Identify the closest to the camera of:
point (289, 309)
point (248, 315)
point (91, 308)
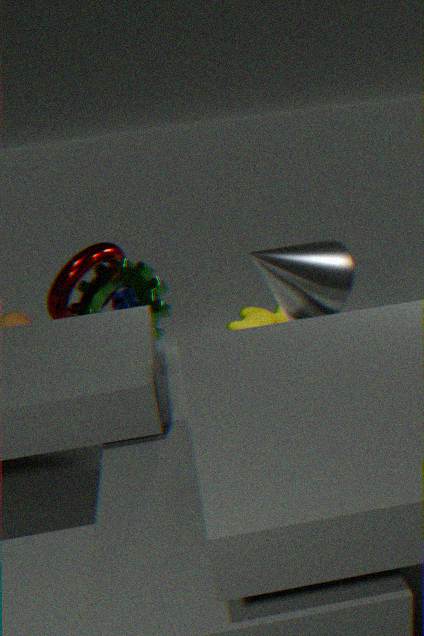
point (289, 309)
